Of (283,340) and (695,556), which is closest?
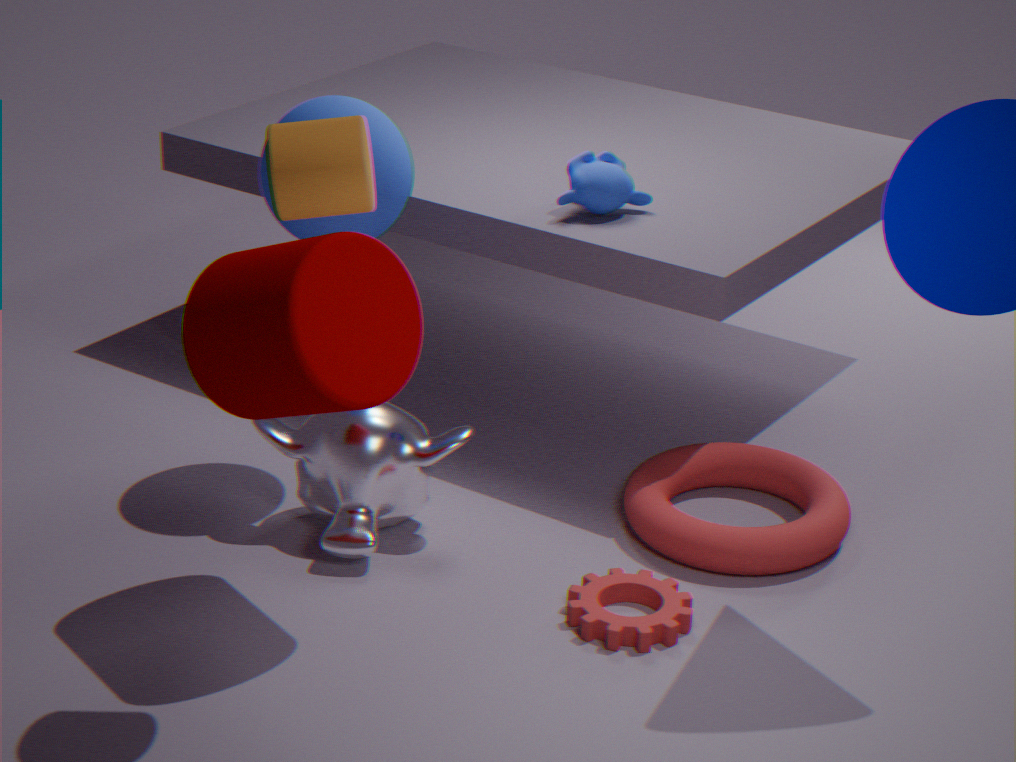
(283,340)
